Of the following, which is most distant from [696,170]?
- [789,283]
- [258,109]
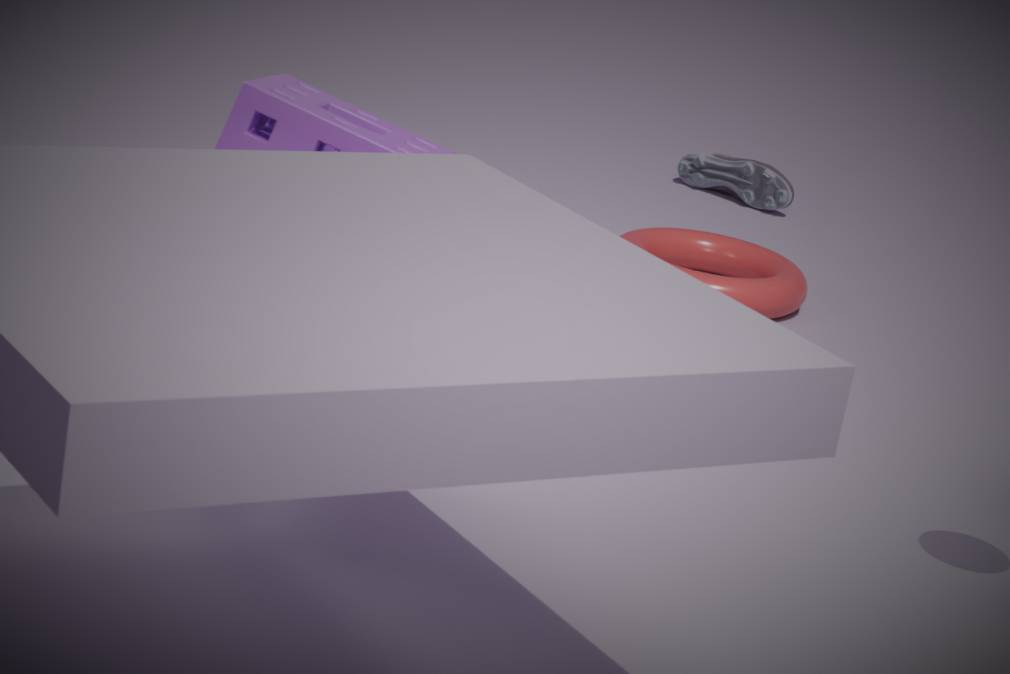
[258,109]
